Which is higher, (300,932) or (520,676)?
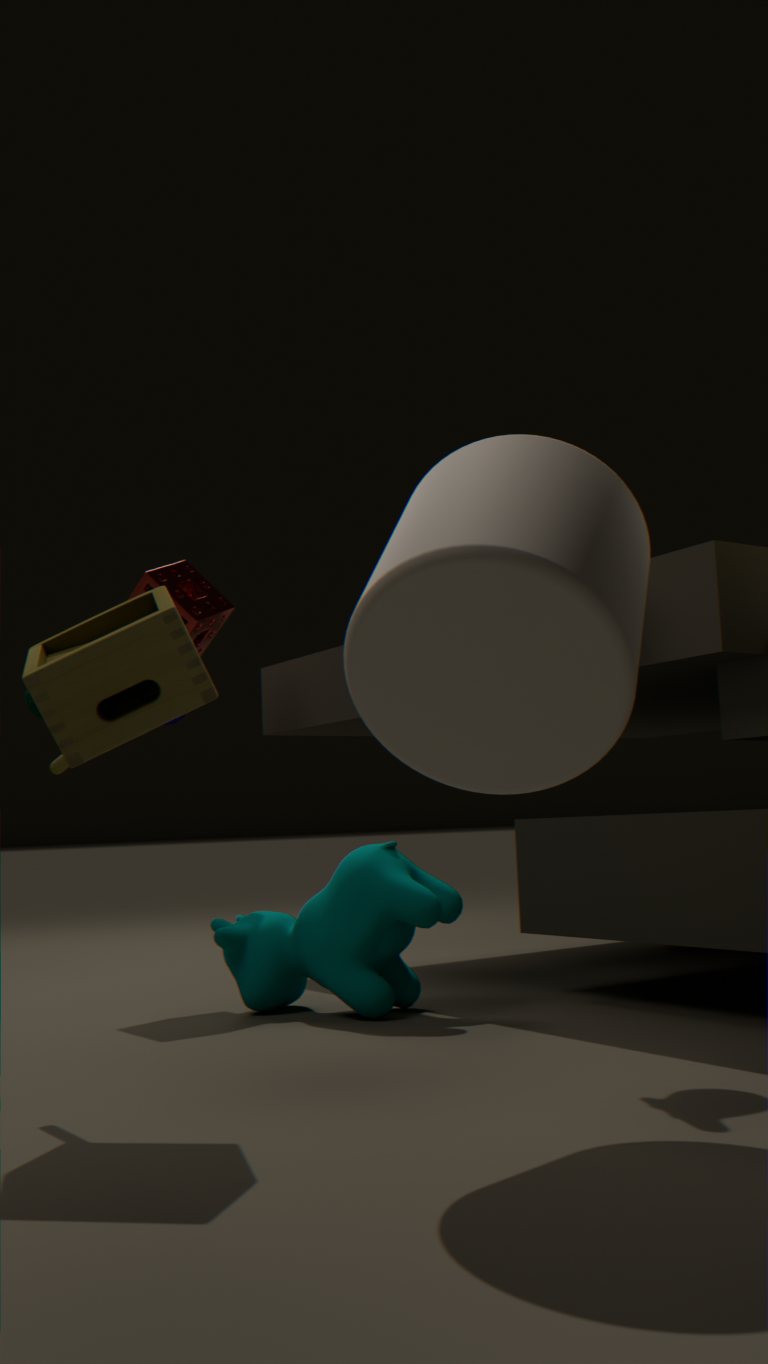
(520,676)
